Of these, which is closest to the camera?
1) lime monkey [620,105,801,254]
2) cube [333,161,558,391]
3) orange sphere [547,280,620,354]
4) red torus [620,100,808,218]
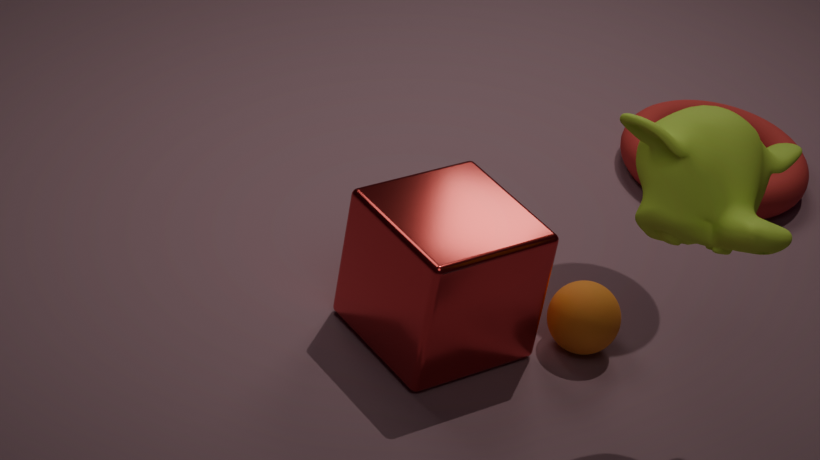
1. lime monkey [620,105,801,254]
